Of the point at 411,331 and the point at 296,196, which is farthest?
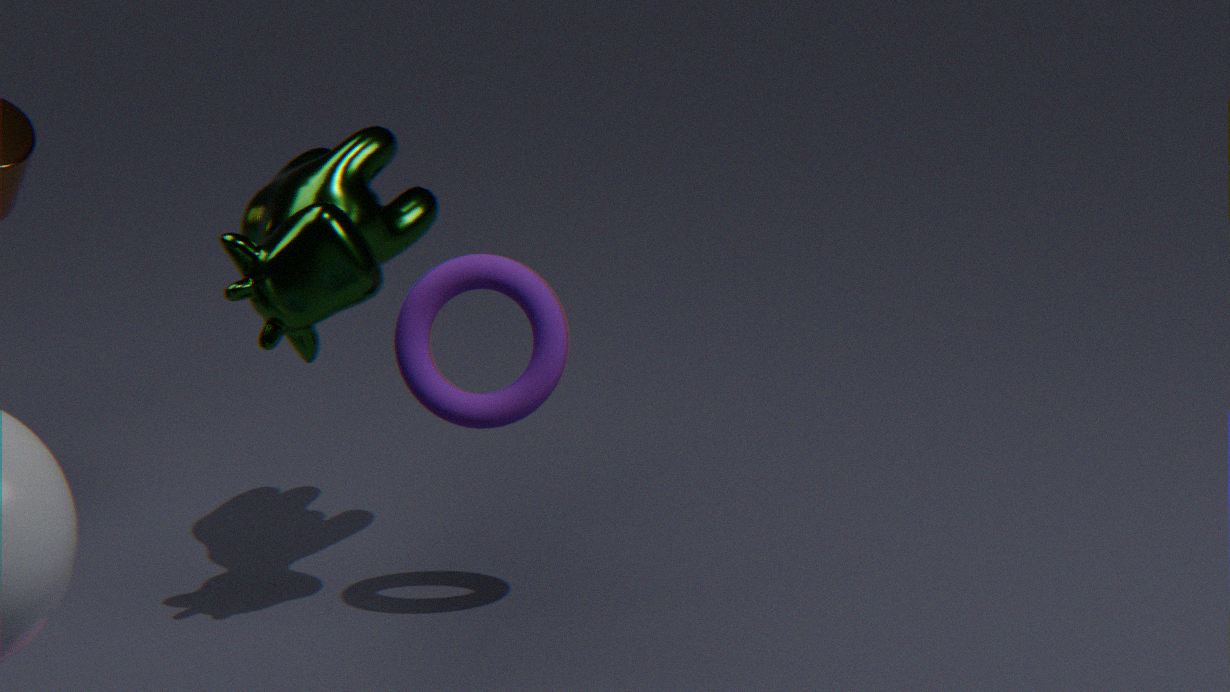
the point at 296,196
